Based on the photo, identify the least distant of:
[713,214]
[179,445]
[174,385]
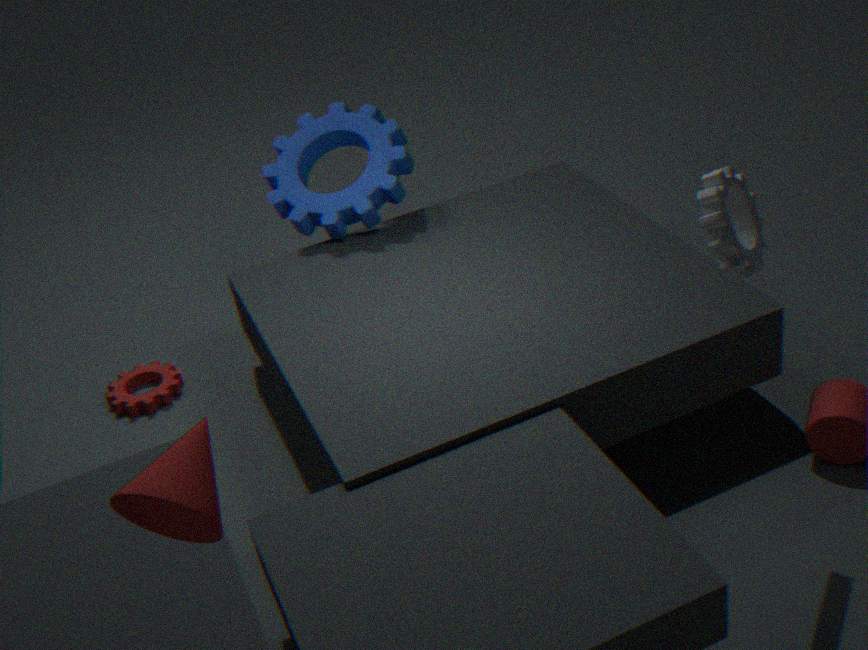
[179,445]
